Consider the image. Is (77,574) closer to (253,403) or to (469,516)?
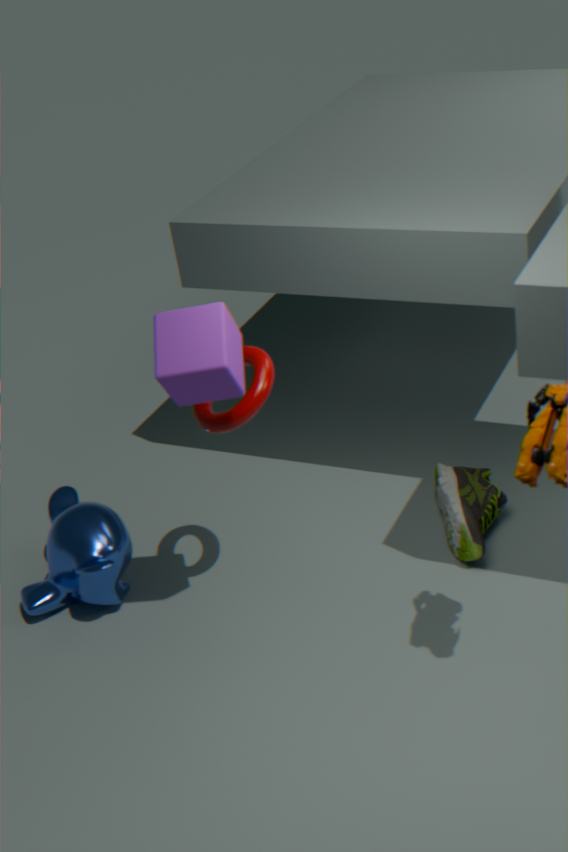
(253,403)
